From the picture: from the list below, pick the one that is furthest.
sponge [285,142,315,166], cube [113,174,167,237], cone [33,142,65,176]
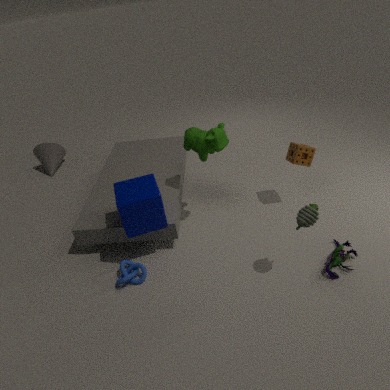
cone [33,142,65,176]
